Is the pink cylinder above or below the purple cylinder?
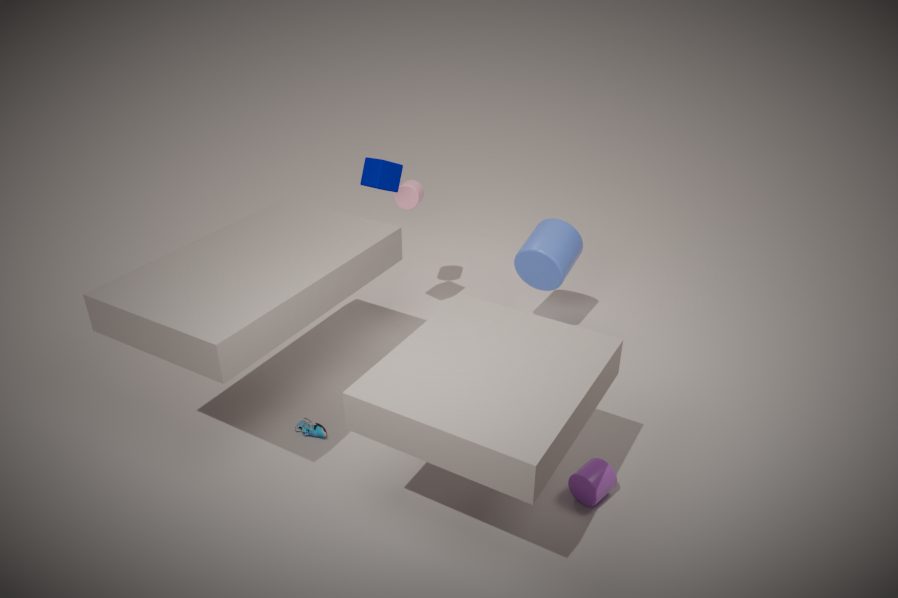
above
